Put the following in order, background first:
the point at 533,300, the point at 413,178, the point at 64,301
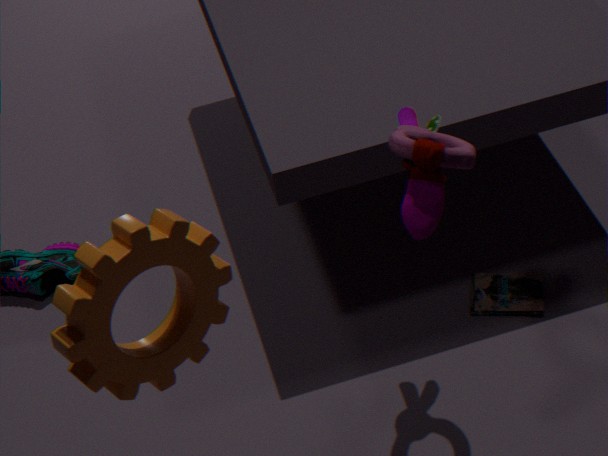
the point at 533,300 → the point at 413,178 → the point at 64,301
